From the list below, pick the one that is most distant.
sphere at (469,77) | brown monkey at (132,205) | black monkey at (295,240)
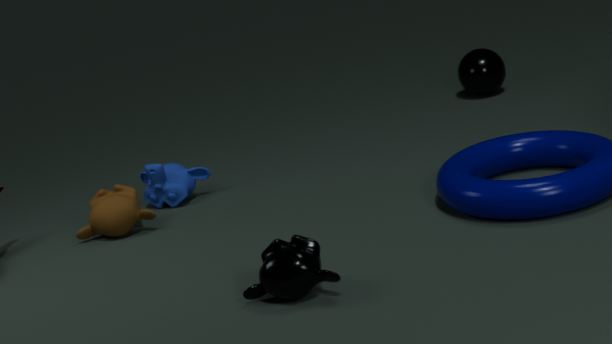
sphere at (469,77)
